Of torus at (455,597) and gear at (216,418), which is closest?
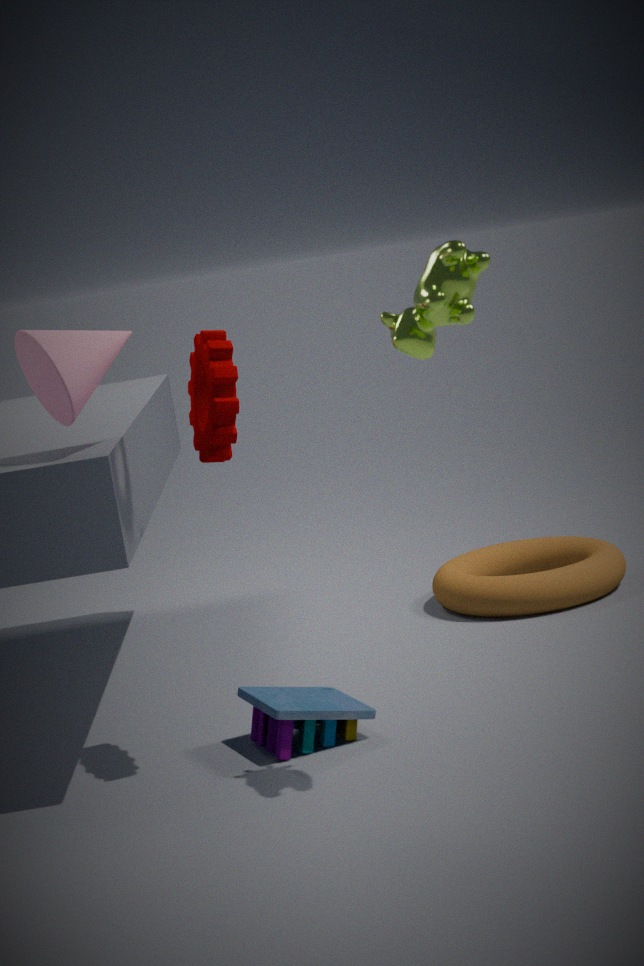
gear at (216,418)
